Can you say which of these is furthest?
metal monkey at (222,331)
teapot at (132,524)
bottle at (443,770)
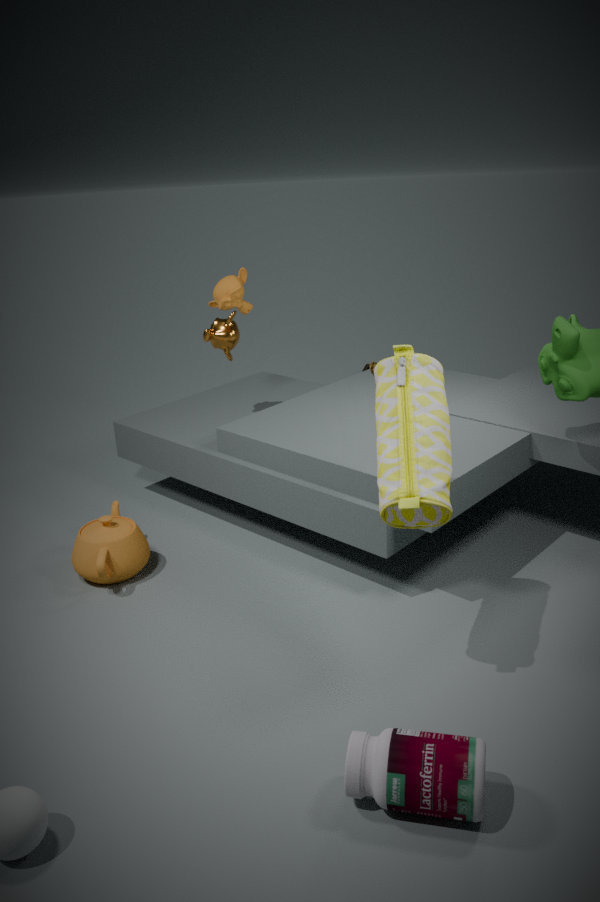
metal monkey at (222,331)
